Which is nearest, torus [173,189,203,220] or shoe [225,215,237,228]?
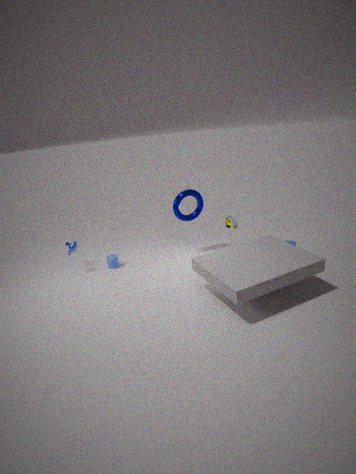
shoe [225,215,237,228]
